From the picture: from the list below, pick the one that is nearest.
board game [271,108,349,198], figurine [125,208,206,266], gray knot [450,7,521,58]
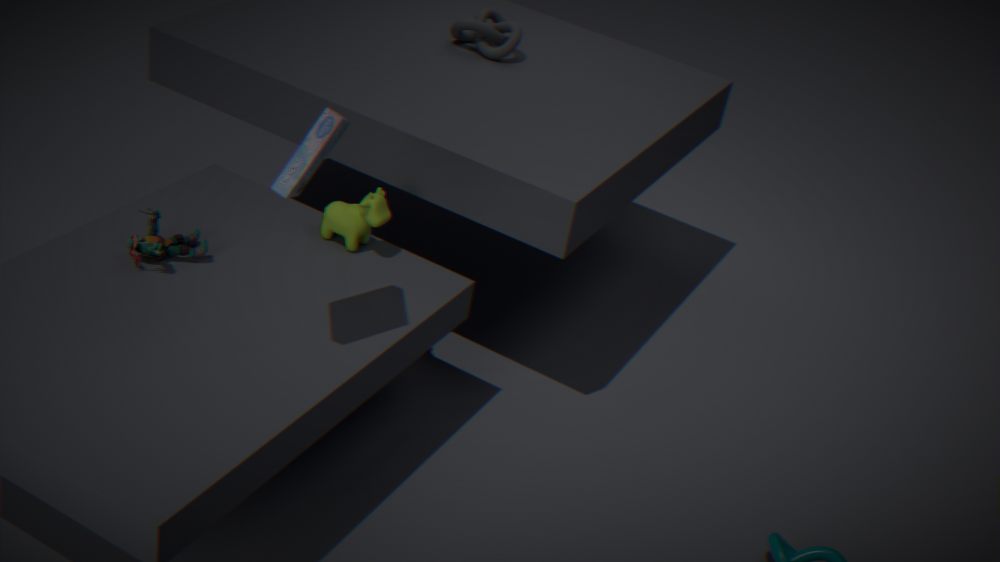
board game [271,108,349,198]
